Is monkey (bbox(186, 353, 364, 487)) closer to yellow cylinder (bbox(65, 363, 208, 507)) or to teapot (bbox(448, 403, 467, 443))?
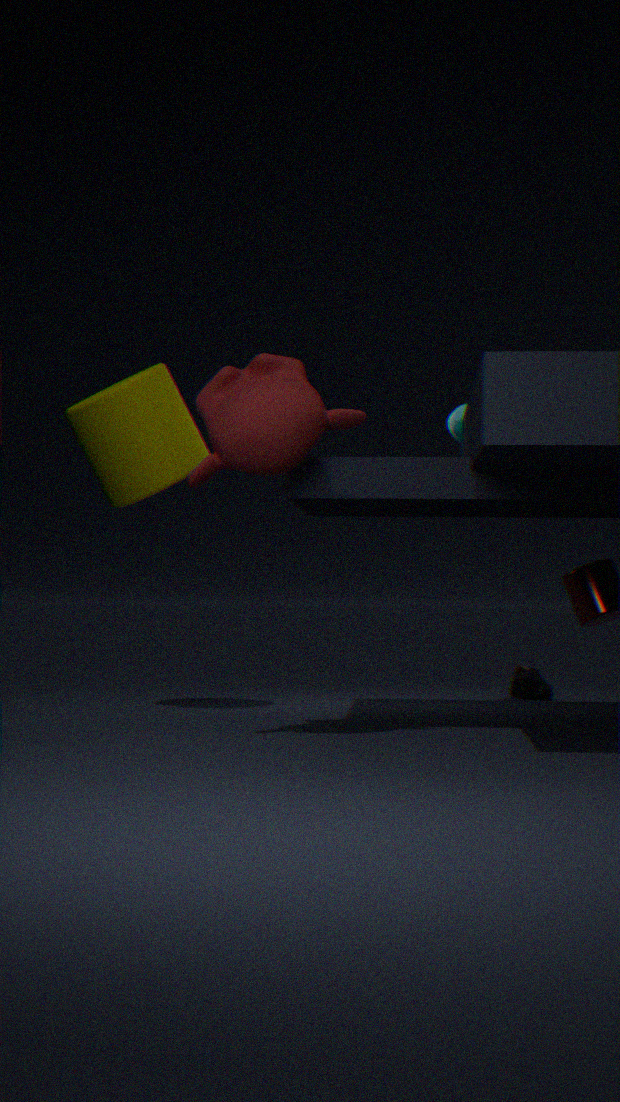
yellow cylinder (bbox(65, 363, 208, 507))
